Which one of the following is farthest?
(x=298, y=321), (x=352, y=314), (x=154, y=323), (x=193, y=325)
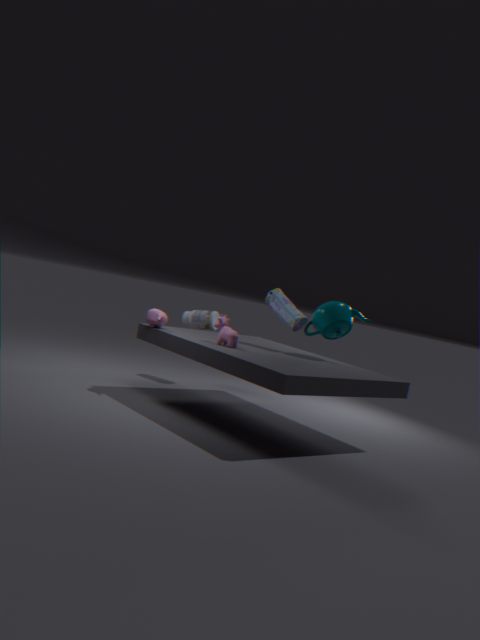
(x=193, y=325)
